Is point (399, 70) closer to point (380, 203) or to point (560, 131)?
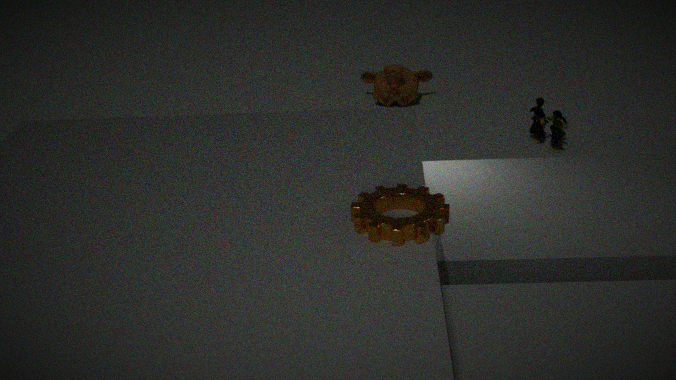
point (560, 131)
